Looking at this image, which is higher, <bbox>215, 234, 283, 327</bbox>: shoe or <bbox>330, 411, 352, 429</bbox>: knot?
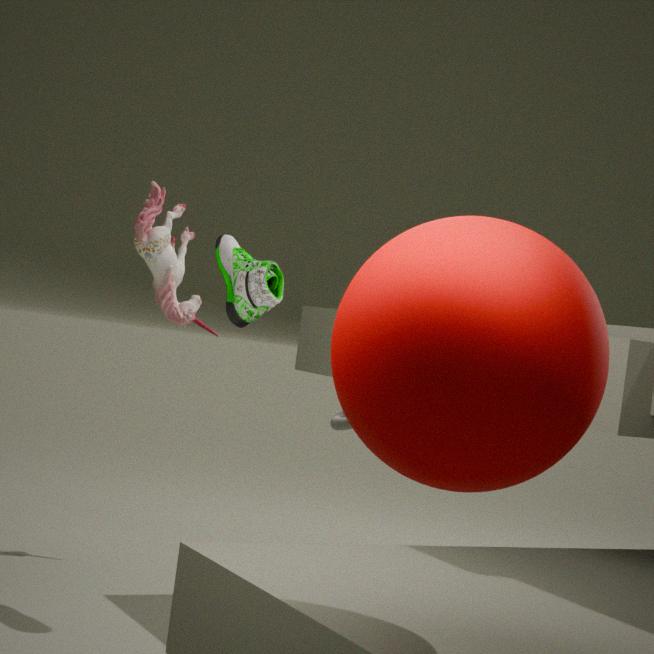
<bbox>215, 234, 283, 327</bbox>: shoe
